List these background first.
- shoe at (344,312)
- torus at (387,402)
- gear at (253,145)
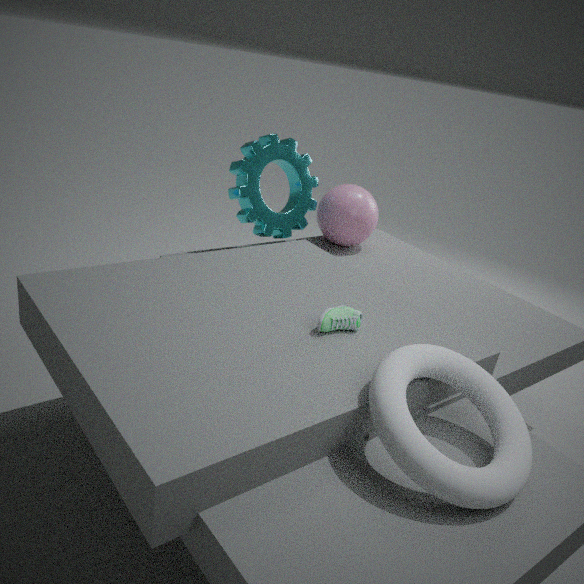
gear at (253,145) → shoe at (344,312) → torus at (387,402)
